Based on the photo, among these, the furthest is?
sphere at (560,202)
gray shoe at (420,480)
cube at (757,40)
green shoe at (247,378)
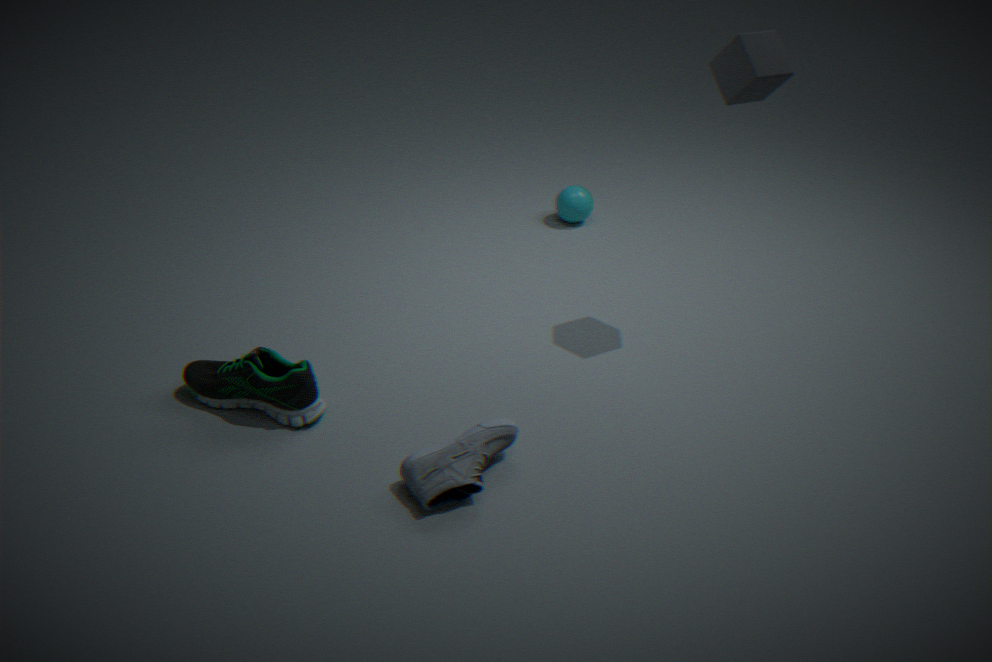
sphere at (560,202)
